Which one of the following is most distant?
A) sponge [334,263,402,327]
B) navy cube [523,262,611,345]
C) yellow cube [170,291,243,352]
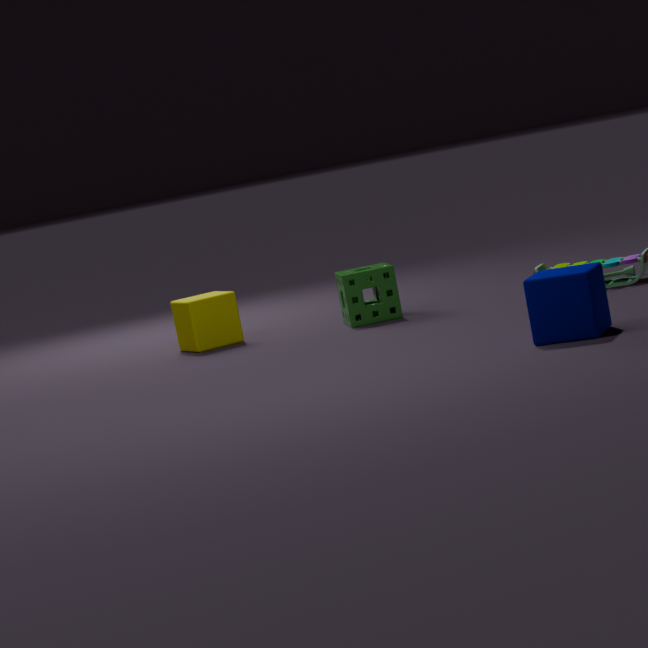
yellow cube [170,291,243,352]
